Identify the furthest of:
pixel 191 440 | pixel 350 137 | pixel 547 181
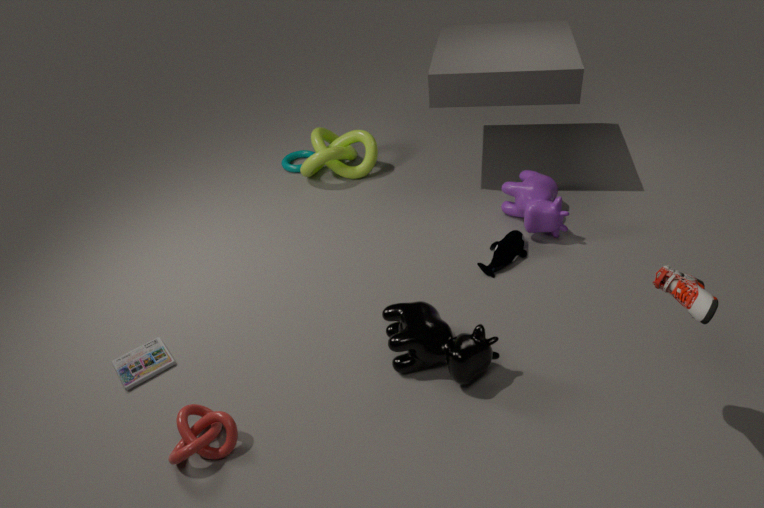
pixel 350 137
